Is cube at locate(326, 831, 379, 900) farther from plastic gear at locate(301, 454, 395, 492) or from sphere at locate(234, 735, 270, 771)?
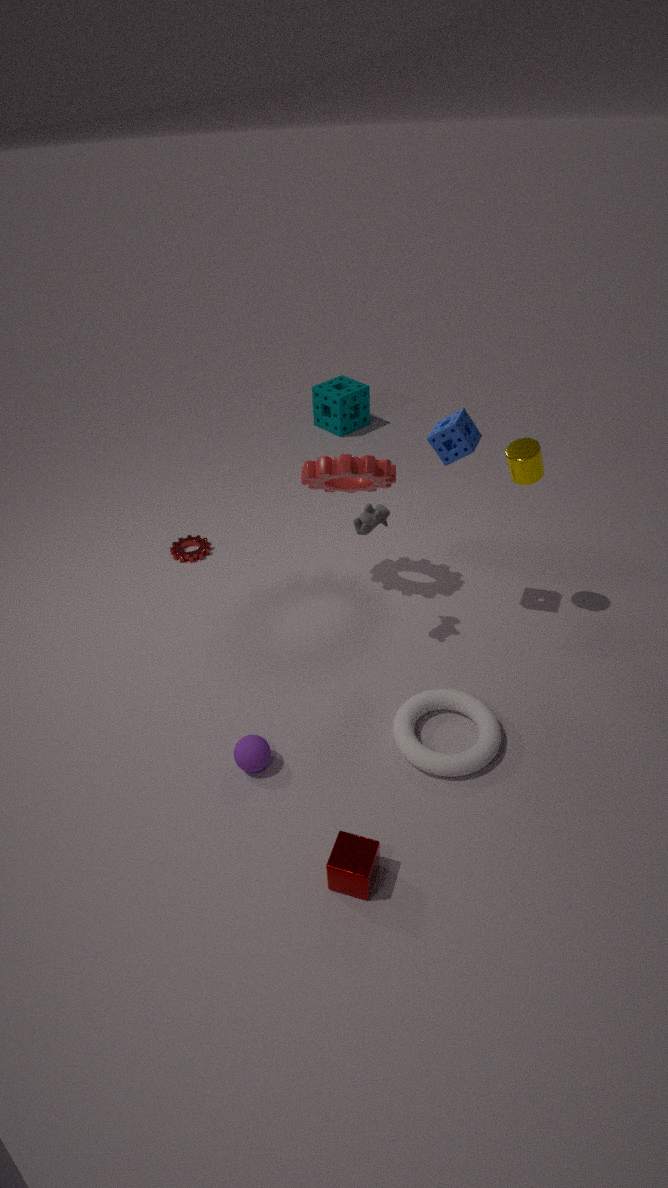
plastic gear at locate(301, 454, 395, 492)
